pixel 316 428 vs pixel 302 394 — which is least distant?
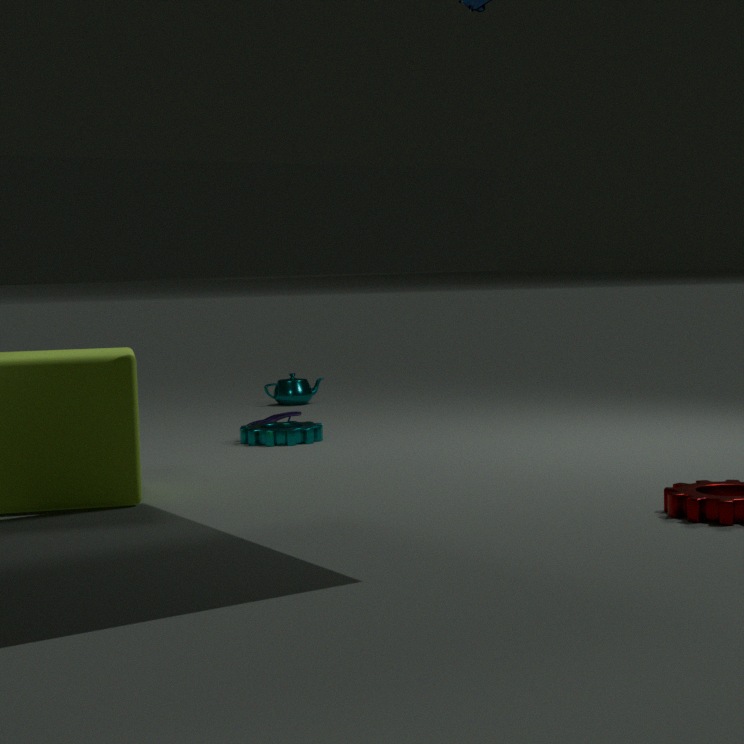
pixel 316 428
